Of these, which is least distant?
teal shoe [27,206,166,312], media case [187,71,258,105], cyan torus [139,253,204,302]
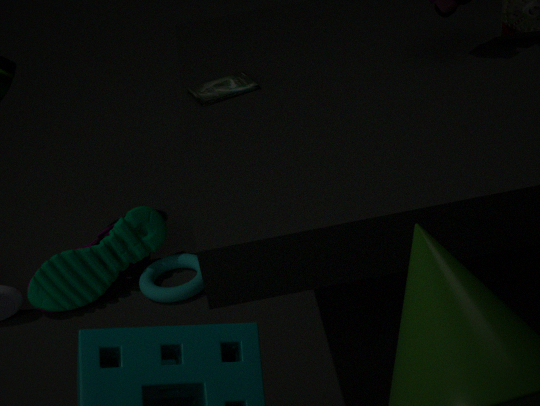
media case [187,71,258,105]
